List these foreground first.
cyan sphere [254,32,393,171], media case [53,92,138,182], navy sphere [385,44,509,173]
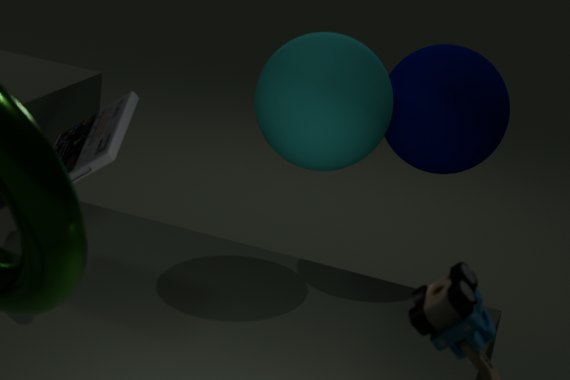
media case [53,92,138,182], cyan sphere [254,32,393,171], navy sphere [385,44,509,173]
